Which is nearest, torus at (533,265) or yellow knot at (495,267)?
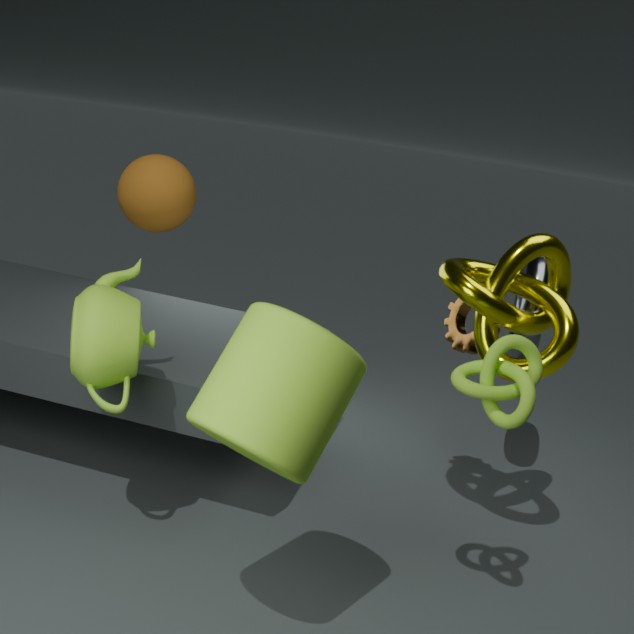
yellow knot at (495,267)
